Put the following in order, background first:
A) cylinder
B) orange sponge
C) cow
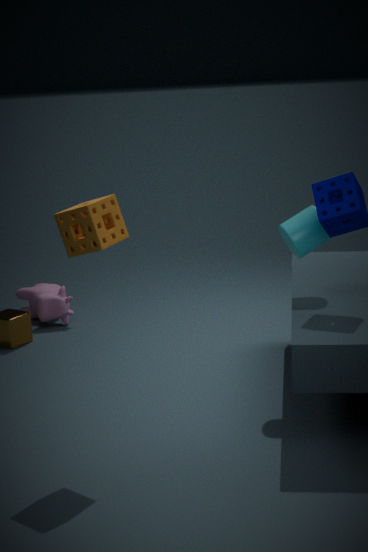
cow < cylinder < orange sponge
